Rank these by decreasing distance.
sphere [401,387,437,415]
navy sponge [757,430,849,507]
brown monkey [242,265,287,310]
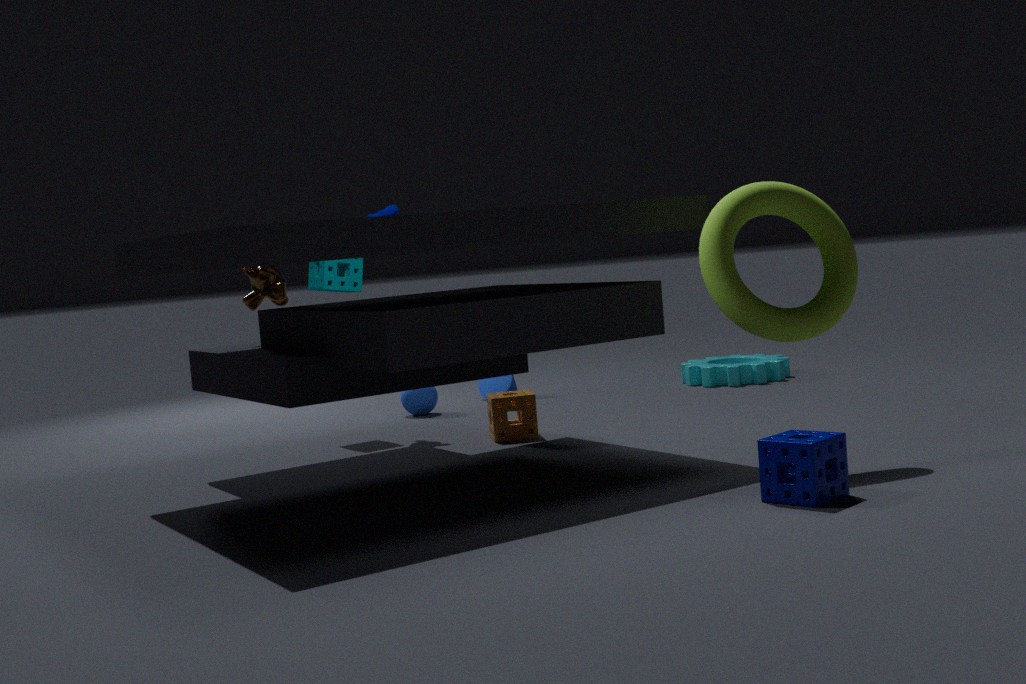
sphere [401,387,437,415]
brown monkey [242,265,287,310]
navy sponge [757,430,849,507]
